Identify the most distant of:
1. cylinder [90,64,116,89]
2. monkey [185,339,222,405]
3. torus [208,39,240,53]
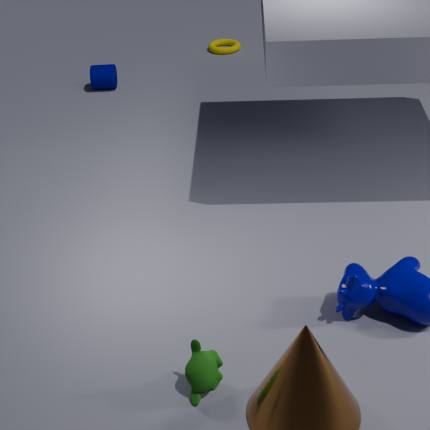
torus [208,39,240,53]
